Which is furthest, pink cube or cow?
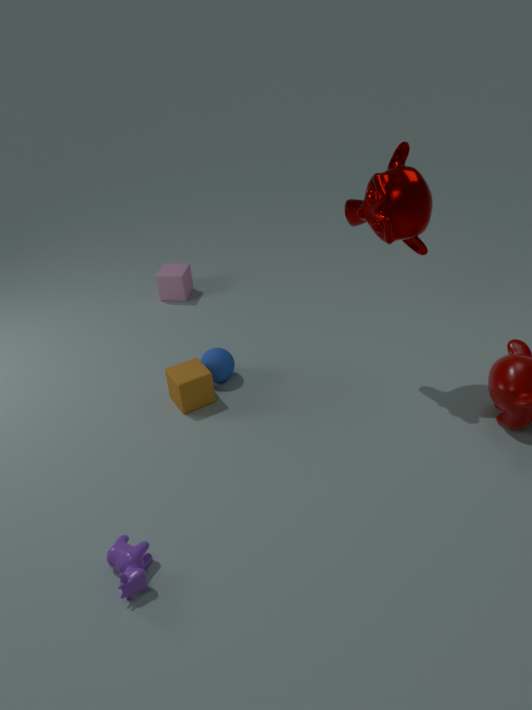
pink cube
